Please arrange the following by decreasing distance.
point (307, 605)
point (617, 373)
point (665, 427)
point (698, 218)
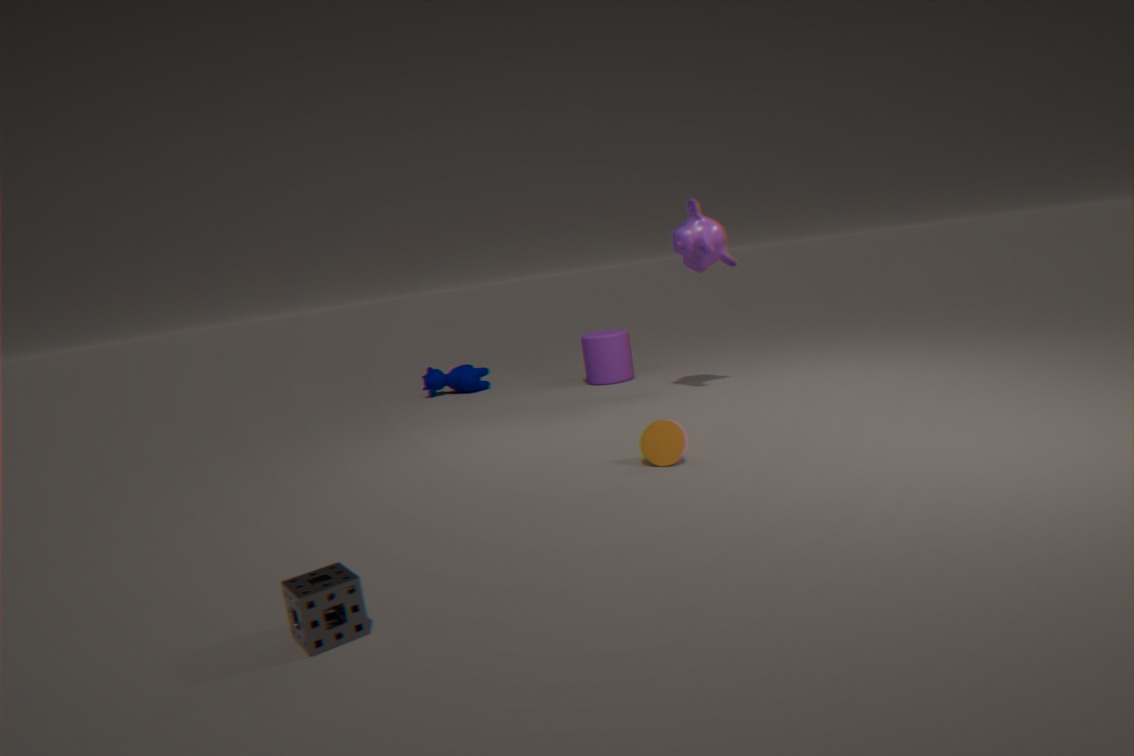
point (617, 373)
point (698, 218)
point (665, 427)
point (307, 605)
